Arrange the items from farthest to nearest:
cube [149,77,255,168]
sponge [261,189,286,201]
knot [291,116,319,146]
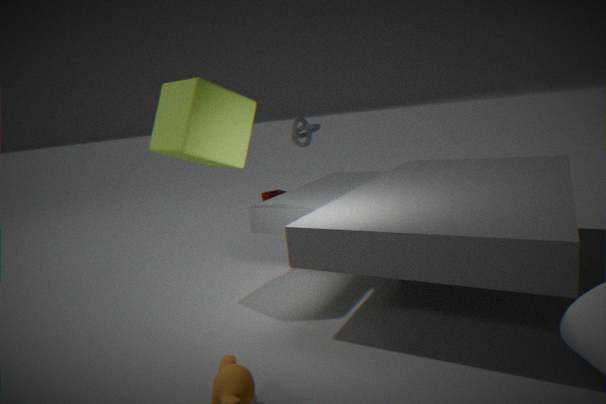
1. sponge [261,189,286,201]
2. knot [291,116,319,146]
3. cube [149,77,255,168]
